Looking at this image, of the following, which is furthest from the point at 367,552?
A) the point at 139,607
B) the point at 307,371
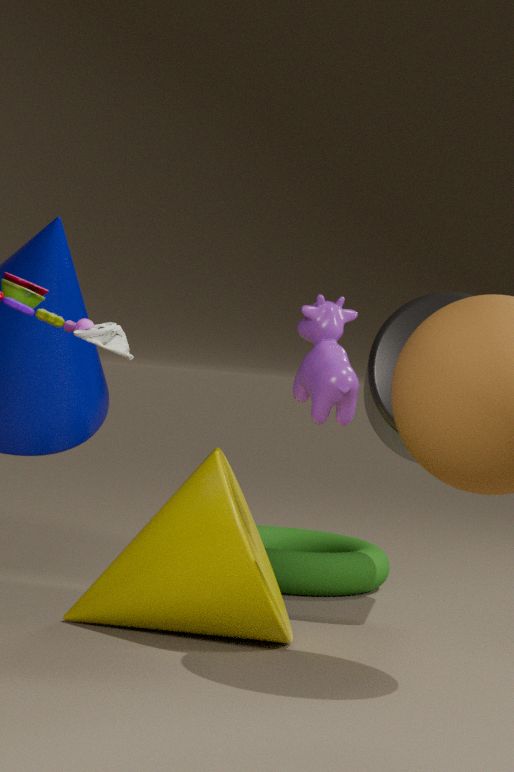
the point at 307,371
